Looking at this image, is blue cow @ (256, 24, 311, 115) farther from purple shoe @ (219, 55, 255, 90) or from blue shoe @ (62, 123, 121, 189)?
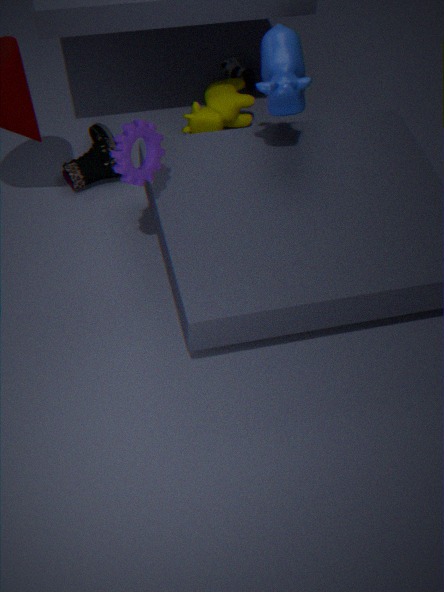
purple shoe @ (219, 55, 255, 90)
